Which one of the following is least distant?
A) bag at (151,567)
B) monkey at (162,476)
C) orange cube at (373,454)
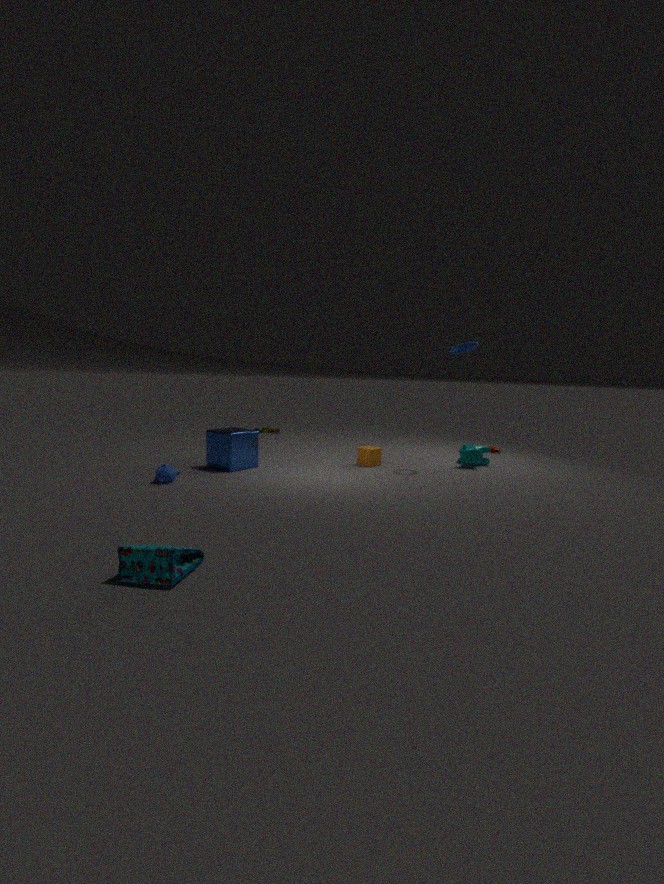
bag at (151,567)
